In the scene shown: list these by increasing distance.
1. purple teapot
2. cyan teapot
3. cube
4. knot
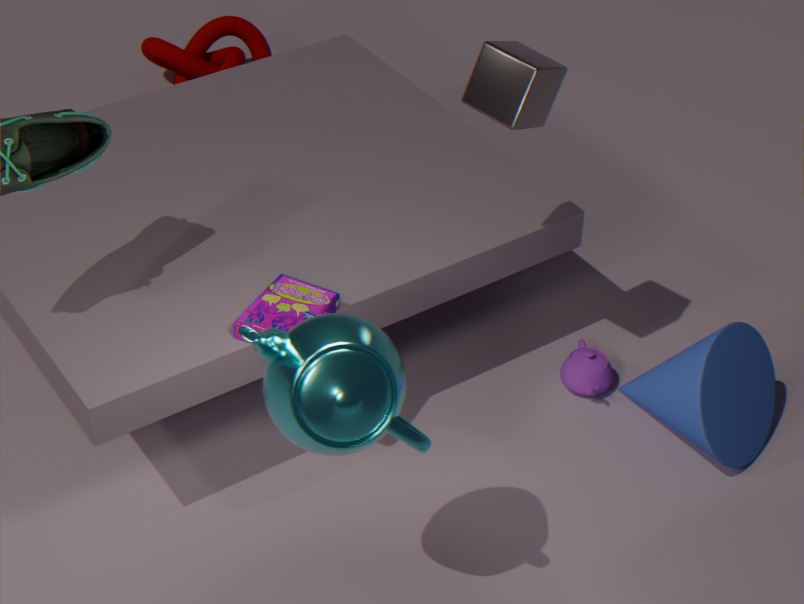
cyan teapot → cube → purple teapot → knot
